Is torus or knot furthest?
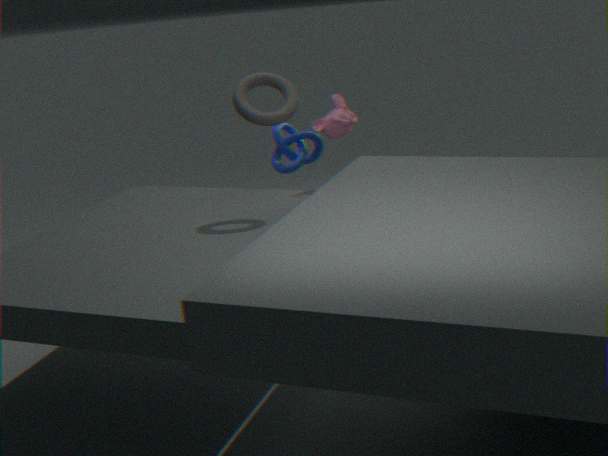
knot
